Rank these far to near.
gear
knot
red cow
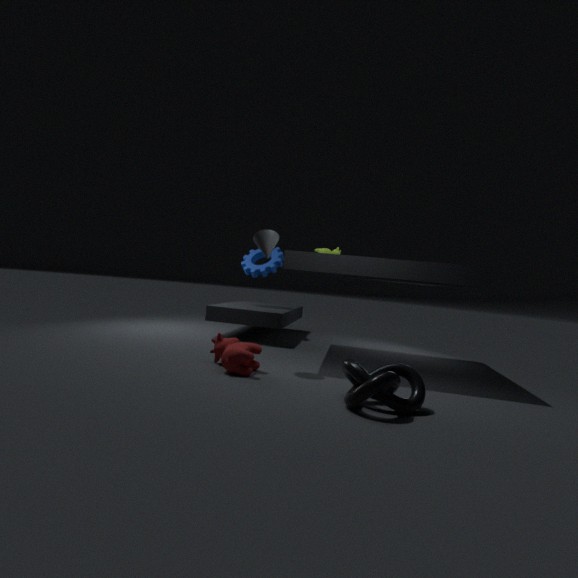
1. gear
2. red cow
3. knot
